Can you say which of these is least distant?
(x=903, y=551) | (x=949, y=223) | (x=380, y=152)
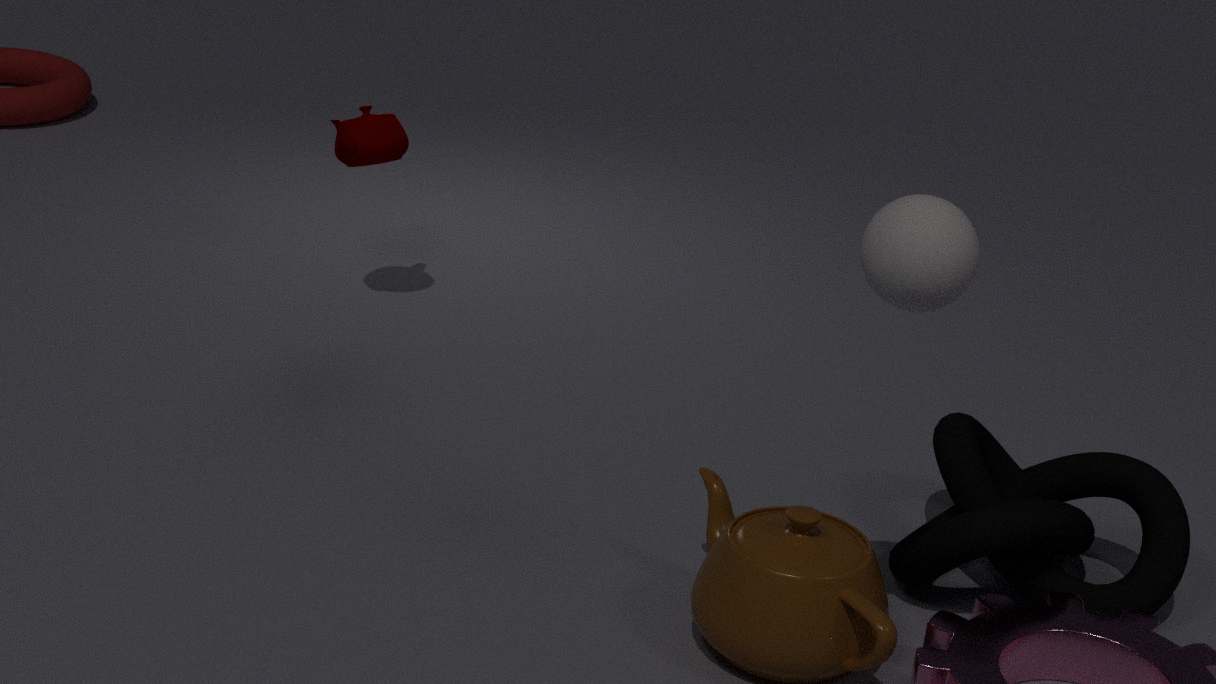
(x=949, y=223)
